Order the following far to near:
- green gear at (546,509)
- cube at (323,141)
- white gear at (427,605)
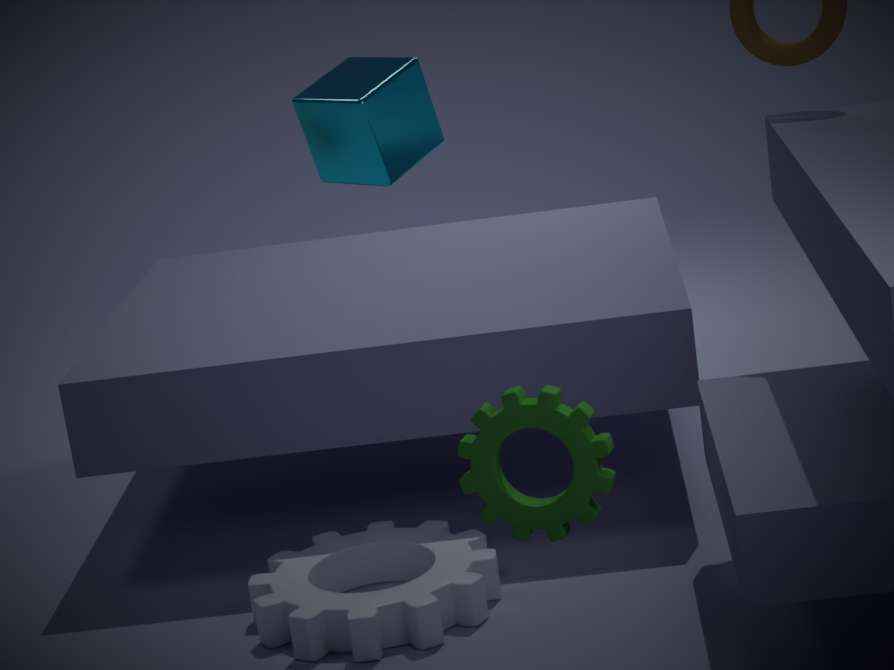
white gear at (427,605) < cube at (323,141) < green gear at (546,509)
